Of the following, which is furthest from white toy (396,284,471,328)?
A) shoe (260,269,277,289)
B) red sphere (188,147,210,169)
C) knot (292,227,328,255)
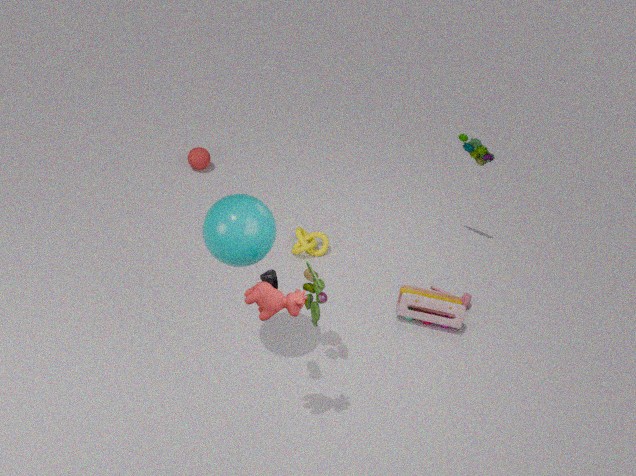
red sphere (188,147,210,169)
